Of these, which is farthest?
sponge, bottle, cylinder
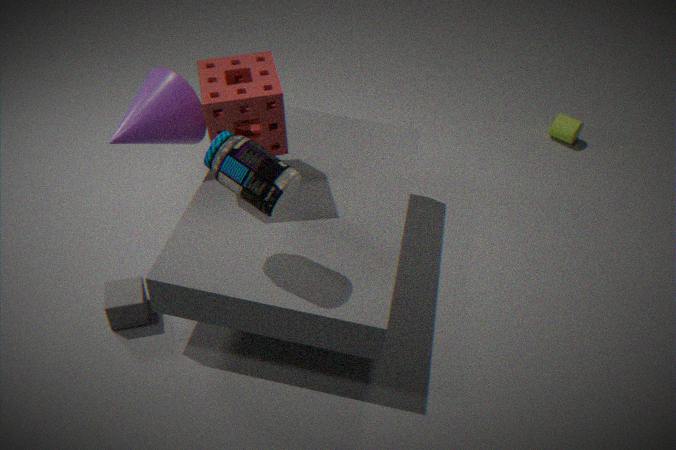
cylinder
